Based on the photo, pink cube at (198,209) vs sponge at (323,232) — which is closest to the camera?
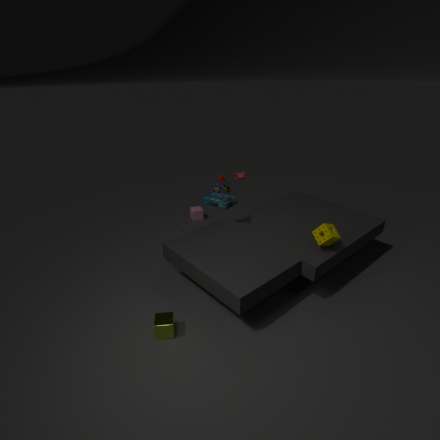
sponge at (323,232)
